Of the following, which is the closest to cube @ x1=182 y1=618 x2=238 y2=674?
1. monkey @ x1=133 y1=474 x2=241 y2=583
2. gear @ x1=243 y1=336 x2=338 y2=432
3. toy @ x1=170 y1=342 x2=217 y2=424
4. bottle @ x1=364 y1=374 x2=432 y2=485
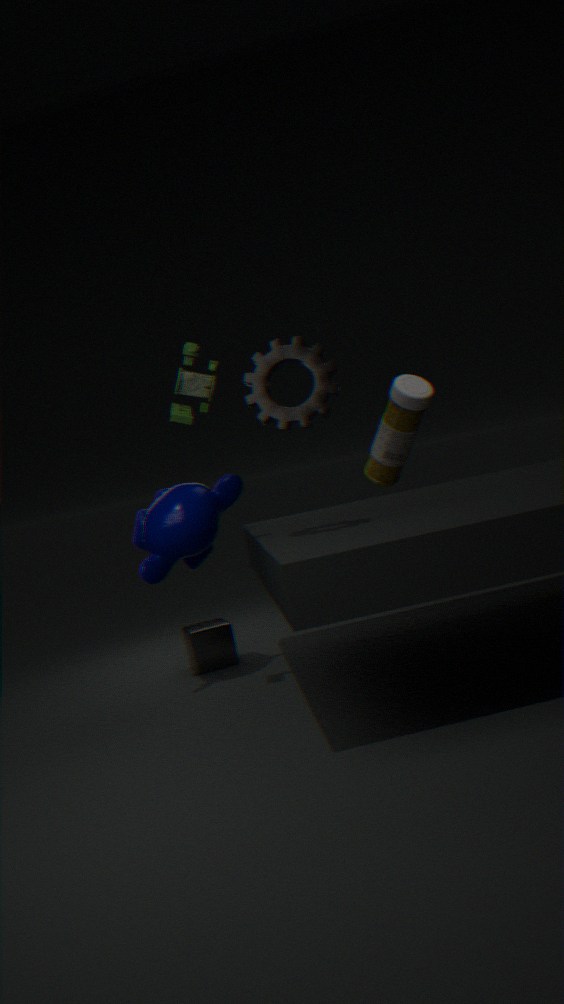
monkey @ x1=133 y1=474 x2=241 y2=583
